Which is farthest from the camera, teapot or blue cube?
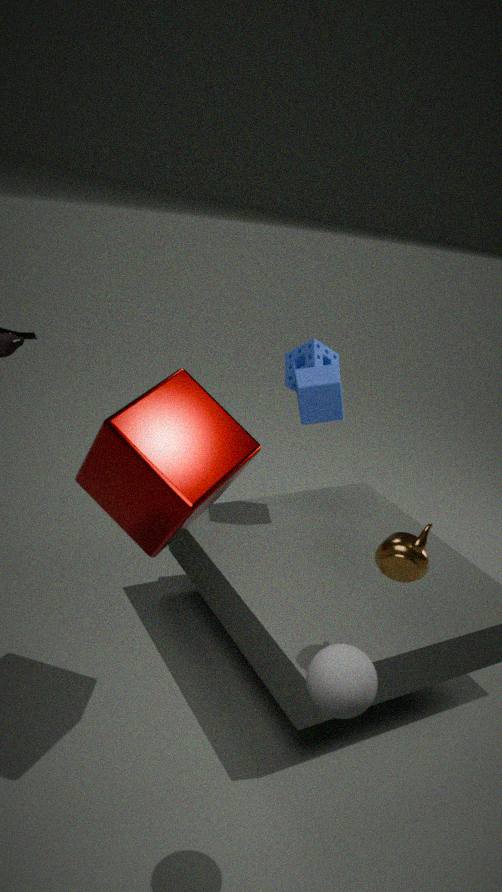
blue cube
